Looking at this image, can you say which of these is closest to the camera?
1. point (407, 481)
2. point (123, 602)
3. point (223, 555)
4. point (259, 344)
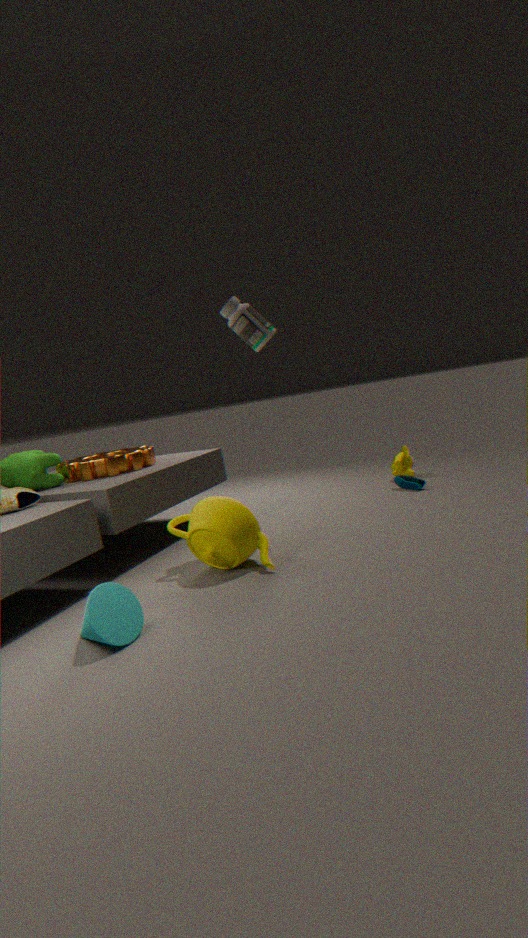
point (123, 602)
